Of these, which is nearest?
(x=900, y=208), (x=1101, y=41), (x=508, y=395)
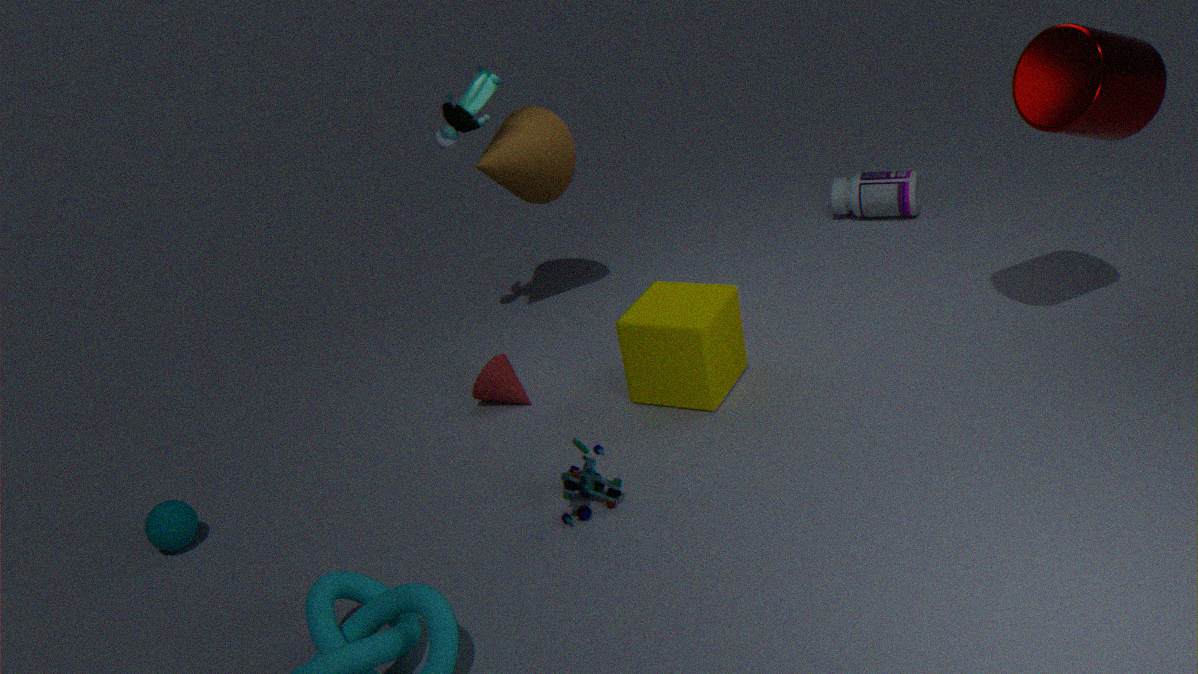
(x=1101, y=41)
